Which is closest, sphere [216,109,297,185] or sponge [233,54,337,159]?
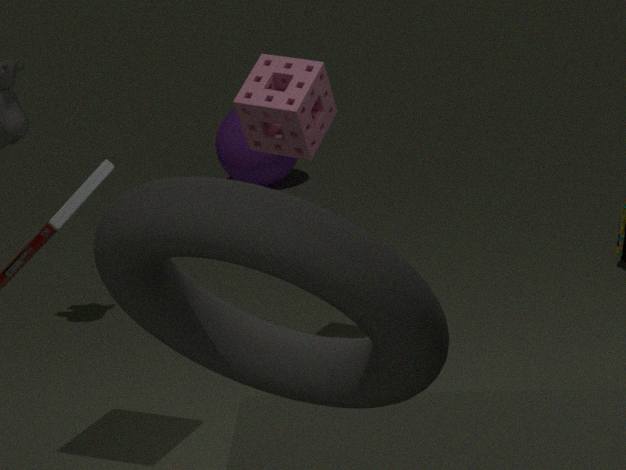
sponge [233,54,337,159]
